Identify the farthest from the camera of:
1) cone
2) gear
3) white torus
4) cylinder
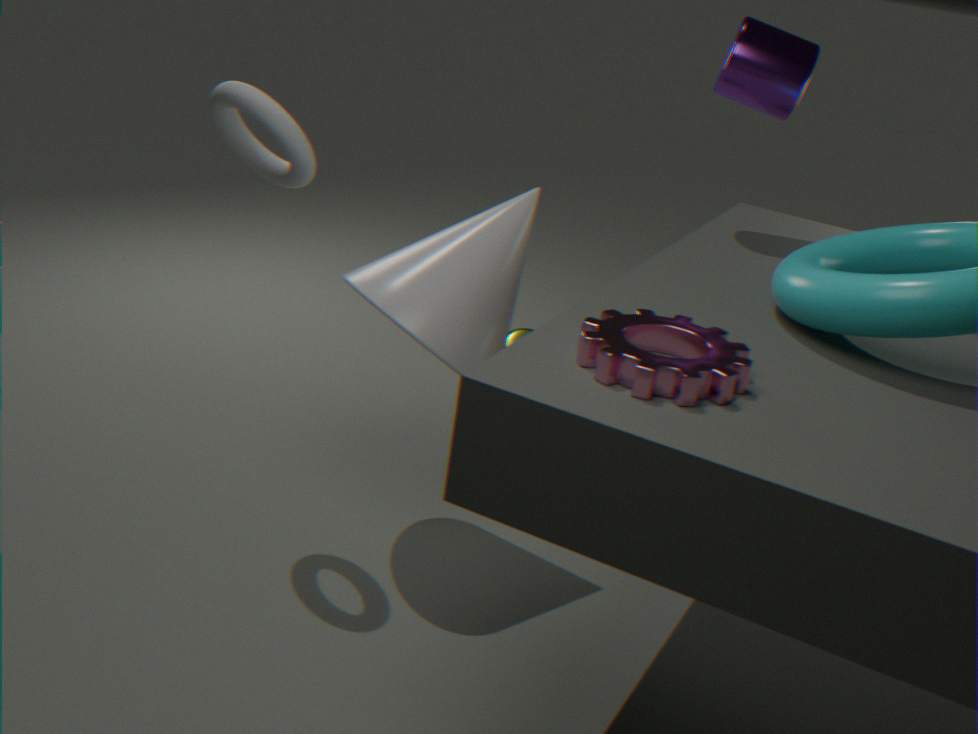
4. cylinder
